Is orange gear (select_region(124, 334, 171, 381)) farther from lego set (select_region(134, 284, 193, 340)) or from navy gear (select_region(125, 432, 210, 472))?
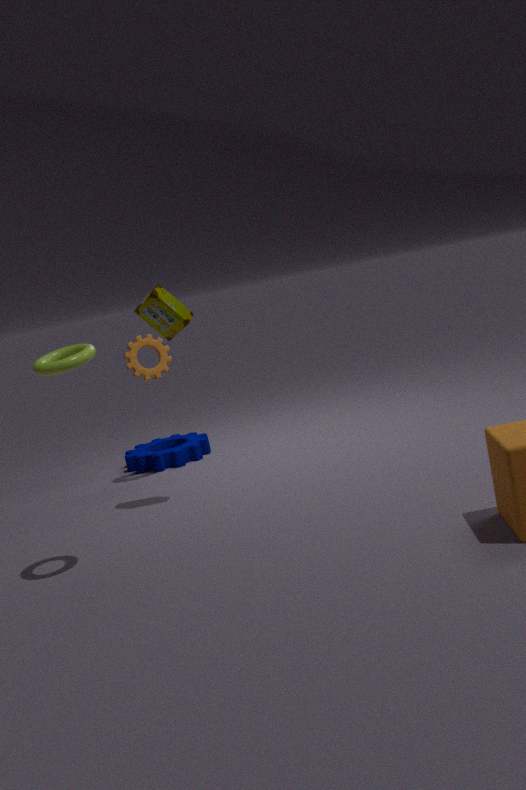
lego set (select_region(134, 284, 193, 340))
